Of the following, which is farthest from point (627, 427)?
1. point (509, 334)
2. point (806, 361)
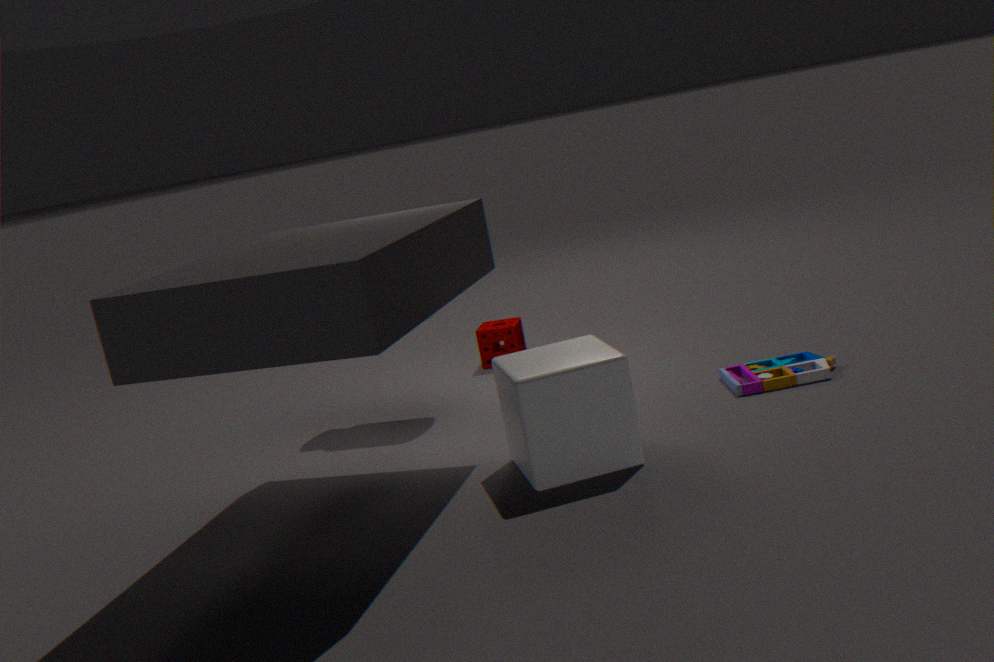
point (509, 334)
